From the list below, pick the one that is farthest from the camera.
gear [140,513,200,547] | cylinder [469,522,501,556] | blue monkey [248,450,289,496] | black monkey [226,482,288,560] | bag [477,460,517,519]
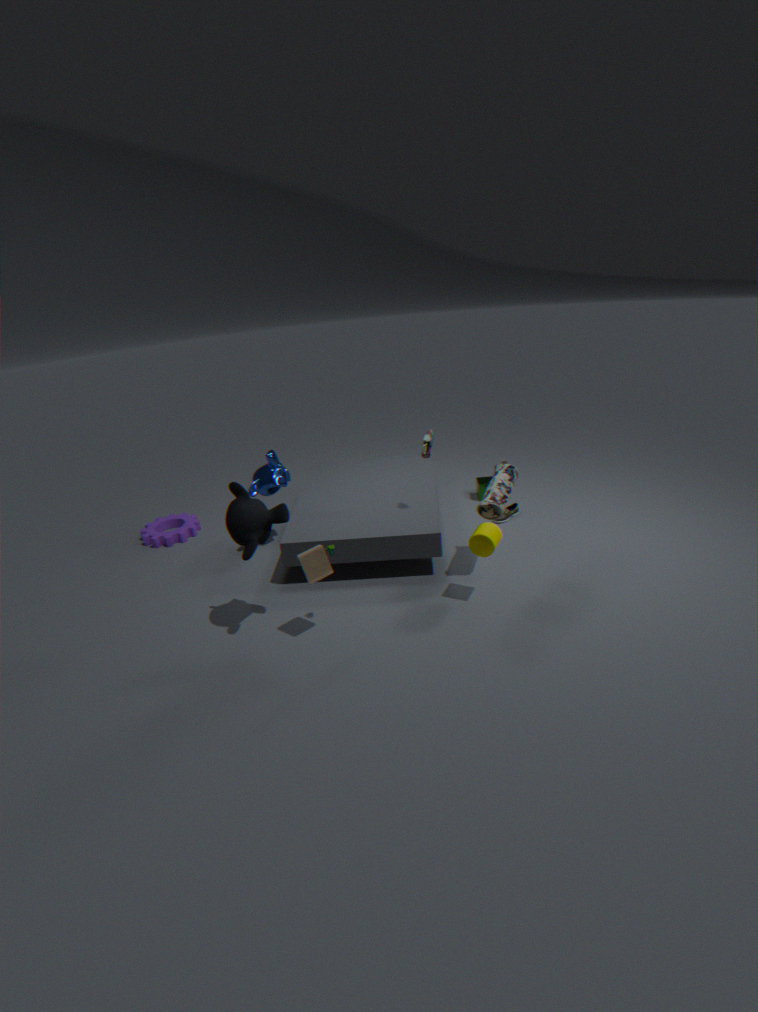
gear [140,513,200,547]
